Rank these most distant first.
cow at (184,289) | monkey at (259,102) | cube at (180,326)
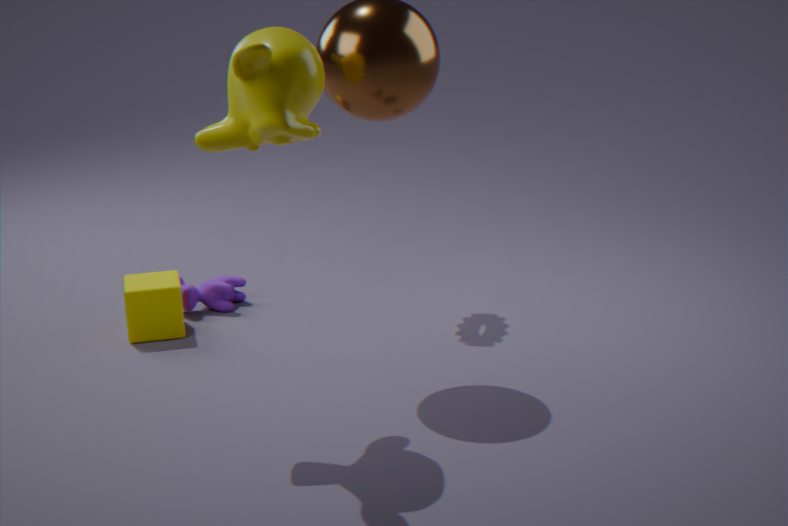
1. cow at (184,289)
2. cube at (180,326)
3. monkey at (259,102)
